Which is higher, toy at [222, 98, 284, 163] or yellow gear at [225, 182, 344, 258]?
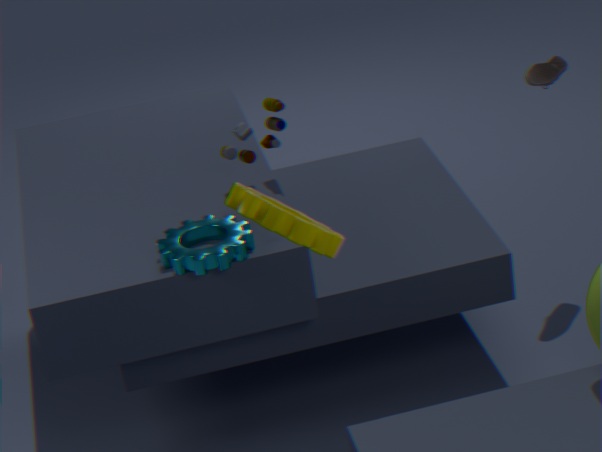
yellow gear at [225, 182, 344, 258]
